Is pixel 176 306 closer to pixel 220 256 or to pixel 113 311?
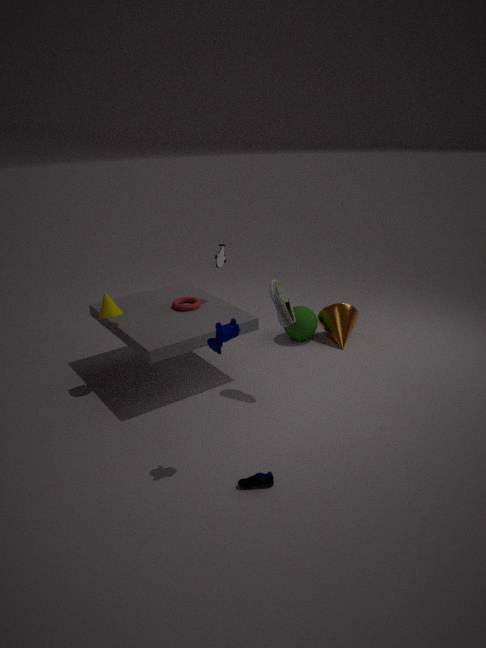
pixel 220 256
